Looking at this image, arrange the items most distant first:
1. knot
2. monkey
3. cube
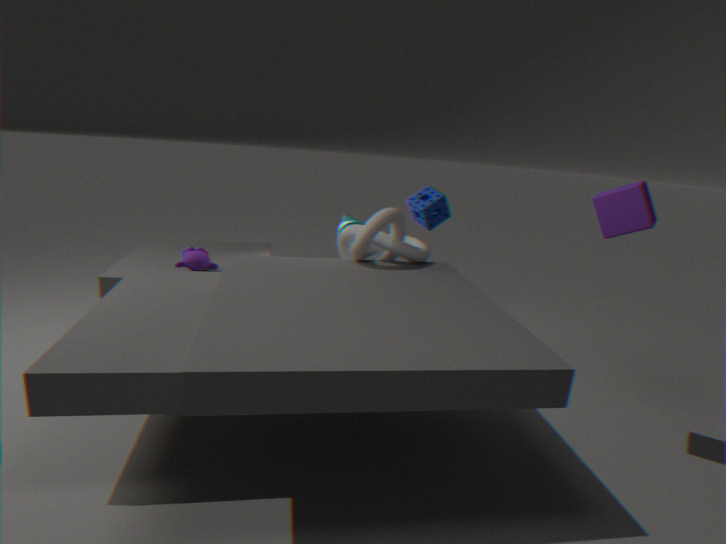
1. monkey
2. knot
3. cube
